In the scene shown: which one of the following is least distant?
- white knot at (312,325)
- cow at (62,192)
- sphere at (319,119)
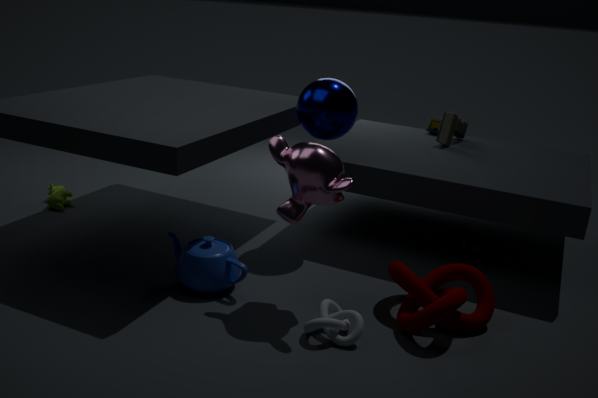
white knot at (312,325)
